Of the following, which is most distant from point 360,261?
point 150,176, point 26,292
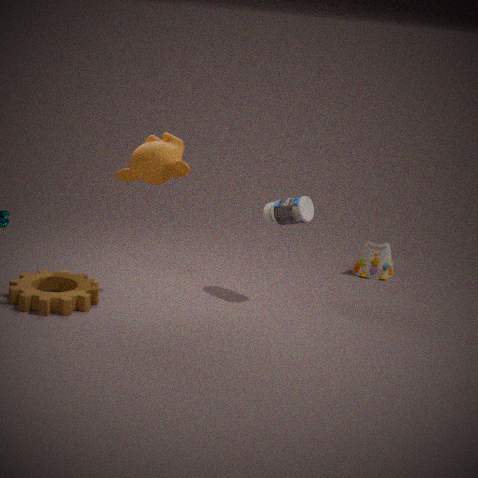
point 26,292
